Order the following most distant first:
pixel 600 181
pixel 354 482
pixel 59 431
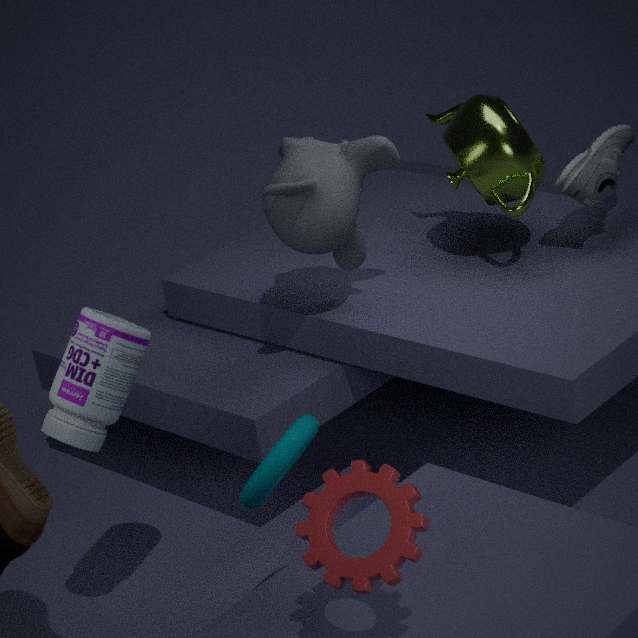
pixel 600 181, pixel 59 431, pixel 354 482
